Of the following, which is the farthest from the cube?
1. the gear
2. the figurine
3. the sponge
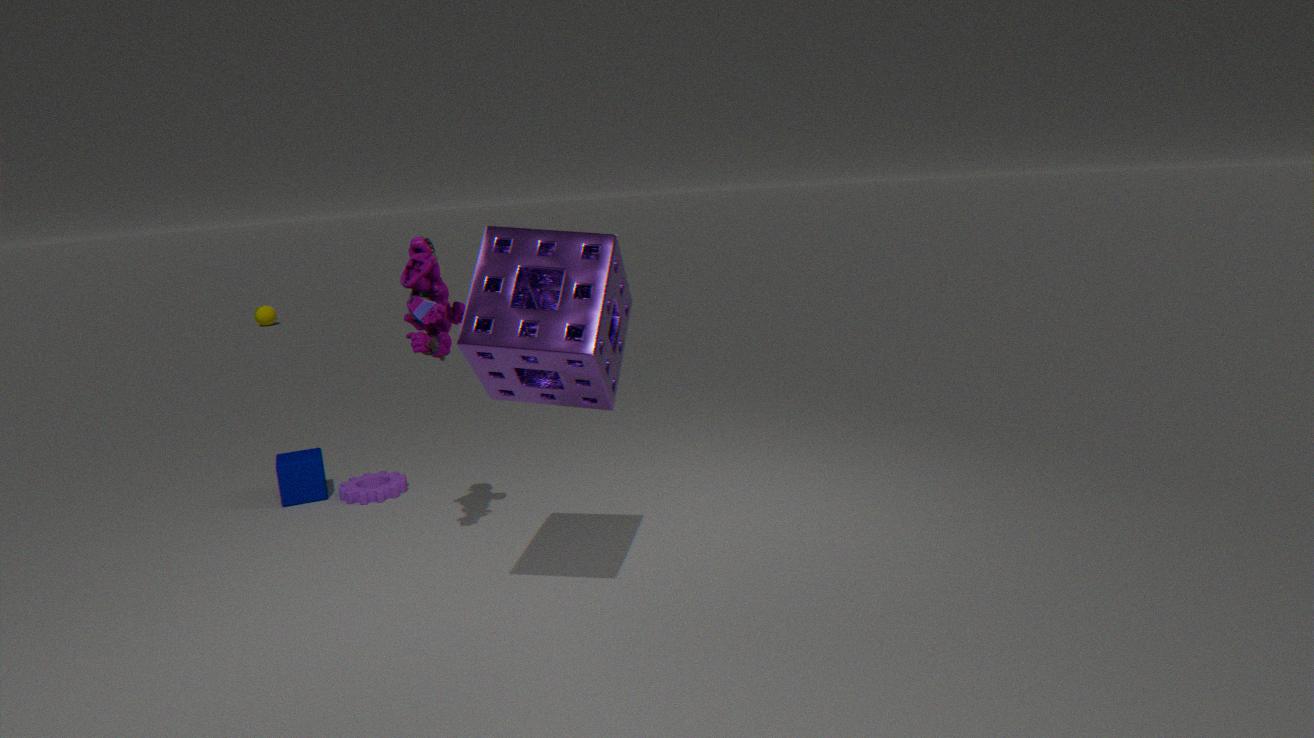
the sponge
